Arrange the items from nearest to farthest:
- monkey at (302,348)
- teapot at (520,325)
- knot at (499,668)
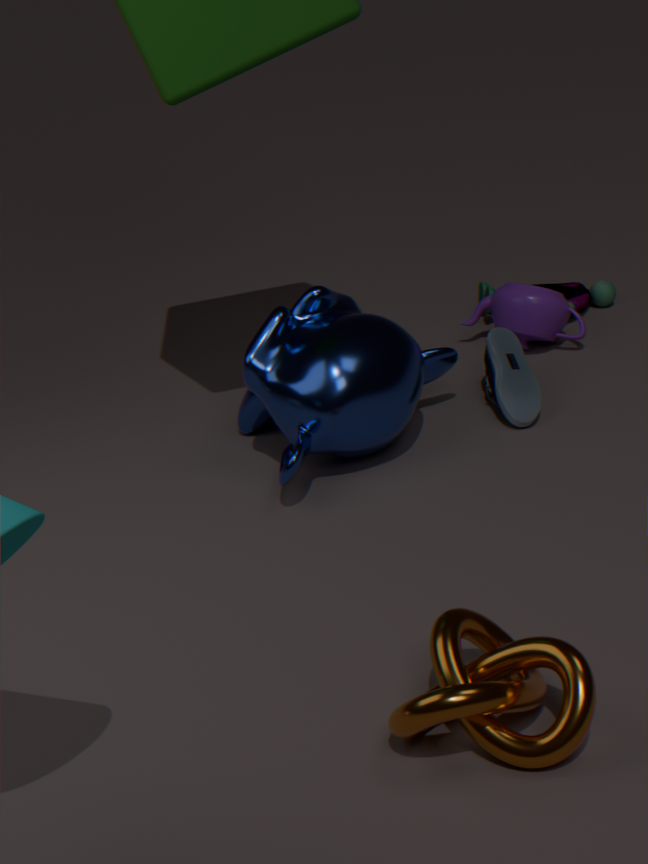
knot at (499,668)
monkey at (302,348)
teapot at (520,325)
